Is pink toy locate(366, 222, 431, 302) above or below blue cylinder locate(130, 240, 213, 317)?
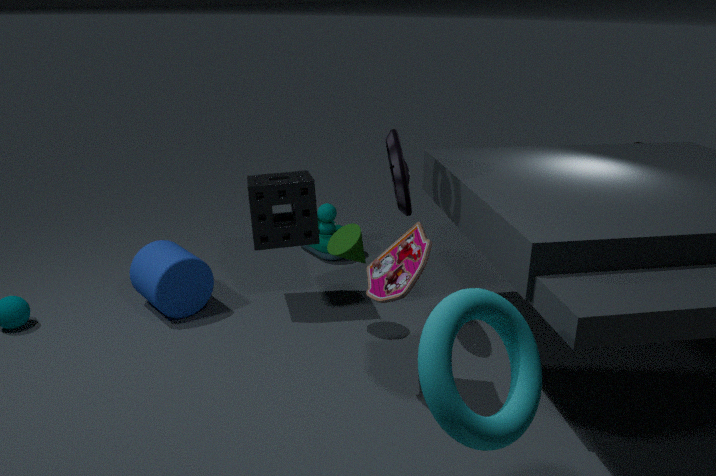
above
